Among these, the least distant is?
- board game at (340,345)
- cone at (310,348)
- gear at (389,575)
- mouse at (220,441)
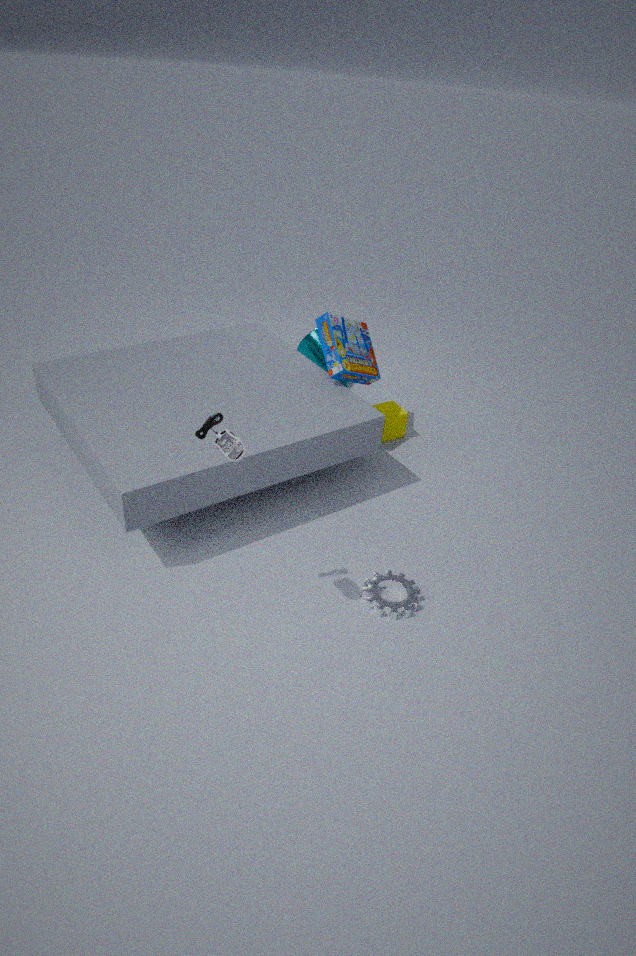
mouse at (220,441)
